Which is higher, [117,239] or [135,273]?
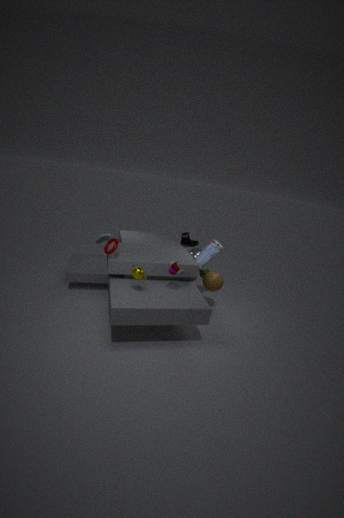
[117,239]
